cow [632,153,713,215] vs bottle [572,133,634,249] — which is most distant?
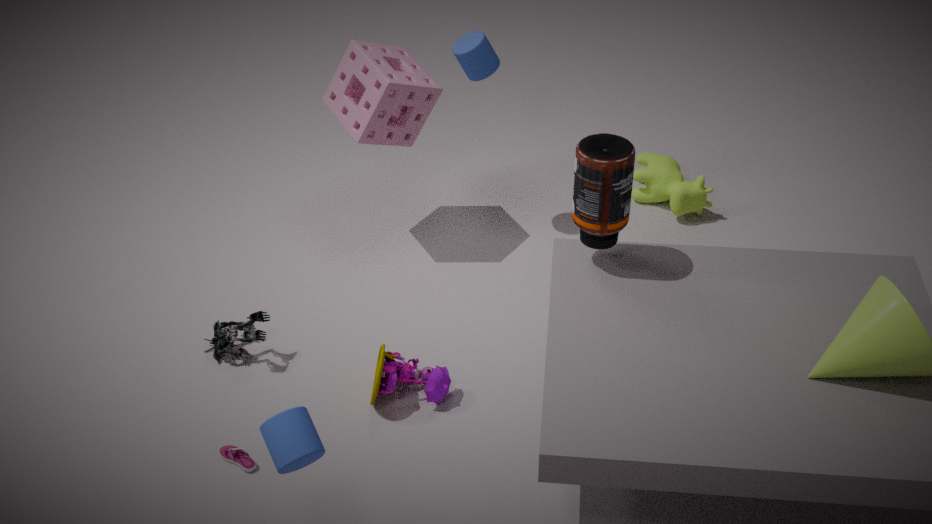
cow [632,153,713,215]
